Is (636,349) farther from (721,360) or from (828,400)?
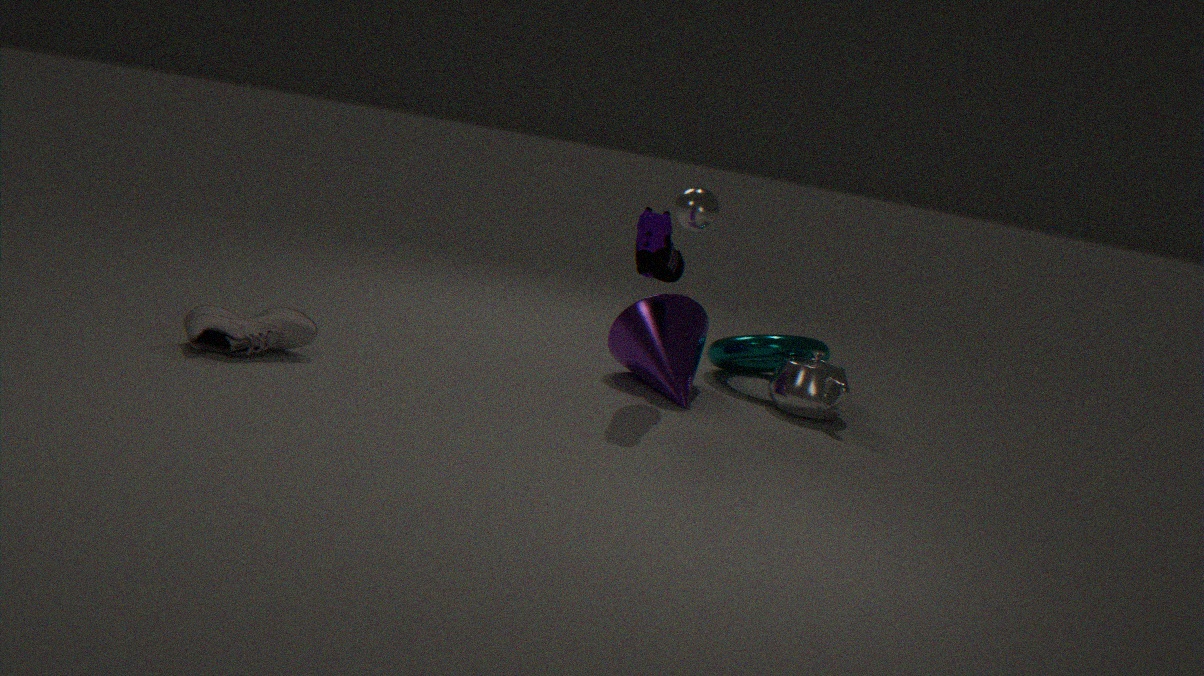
(828,400)
